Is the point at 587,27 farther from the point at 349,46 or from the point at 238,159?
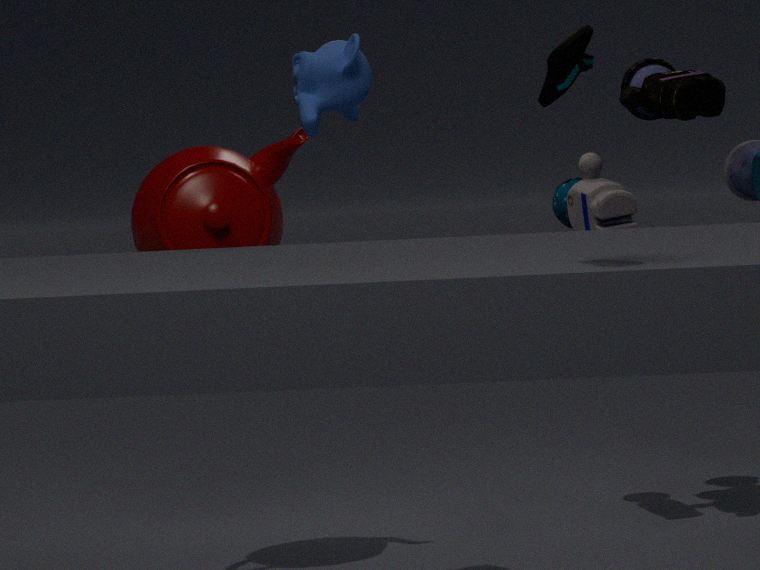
the point at 238,159
